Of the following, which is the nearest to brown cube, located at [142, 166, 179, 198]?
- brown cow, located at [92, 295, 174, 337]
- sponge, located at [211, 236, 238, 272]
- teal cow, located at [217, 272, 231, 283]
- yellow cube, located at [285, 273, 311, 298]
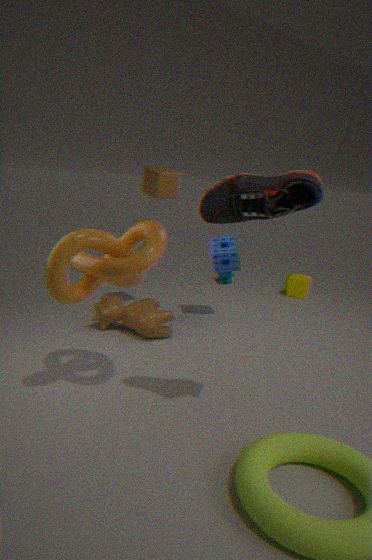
sponge, located at [211, 236, 238, 272]
